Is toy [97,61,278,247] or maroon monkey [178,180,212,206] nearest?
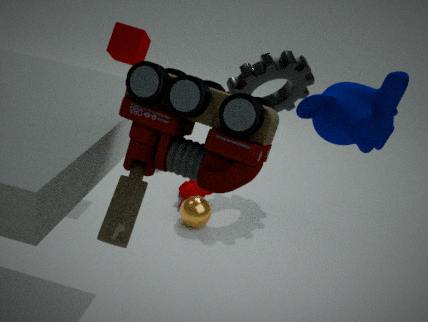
toy [97,61,278,247]
